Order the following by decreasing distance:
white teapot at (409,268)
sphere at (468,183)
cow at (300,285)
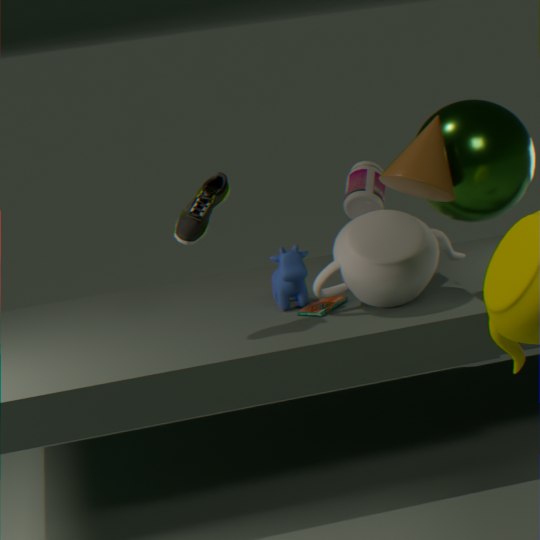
cow at (300,285) → white teapot at (409,268) → sphere at (468,183)
